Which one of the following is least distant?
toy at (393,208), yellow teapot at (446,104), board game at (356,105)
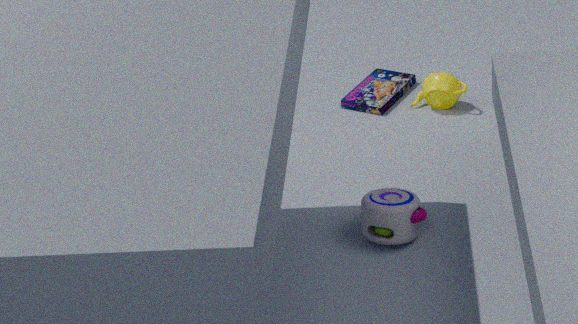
toy at (393,208)
